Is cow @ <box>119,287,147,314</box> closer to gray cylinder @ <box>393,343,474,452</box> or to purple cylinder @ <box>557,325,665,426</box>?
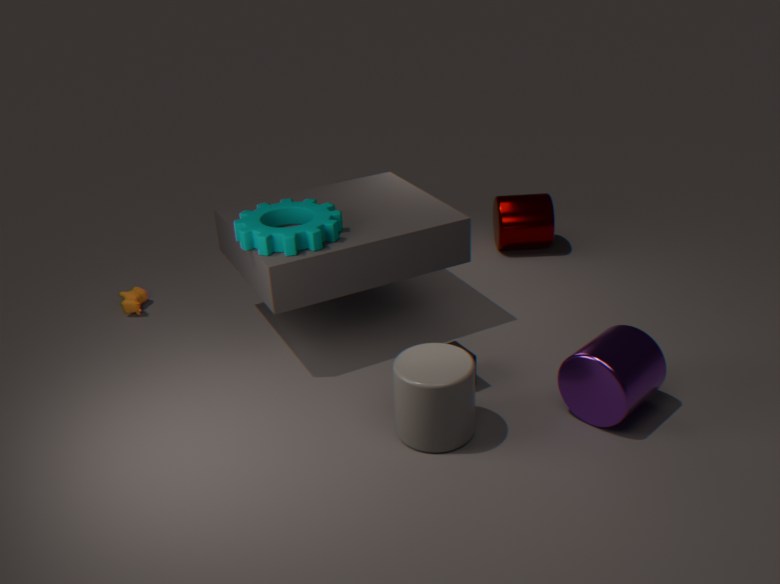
gray cylinder @ <box>393,343,474,452</box>
